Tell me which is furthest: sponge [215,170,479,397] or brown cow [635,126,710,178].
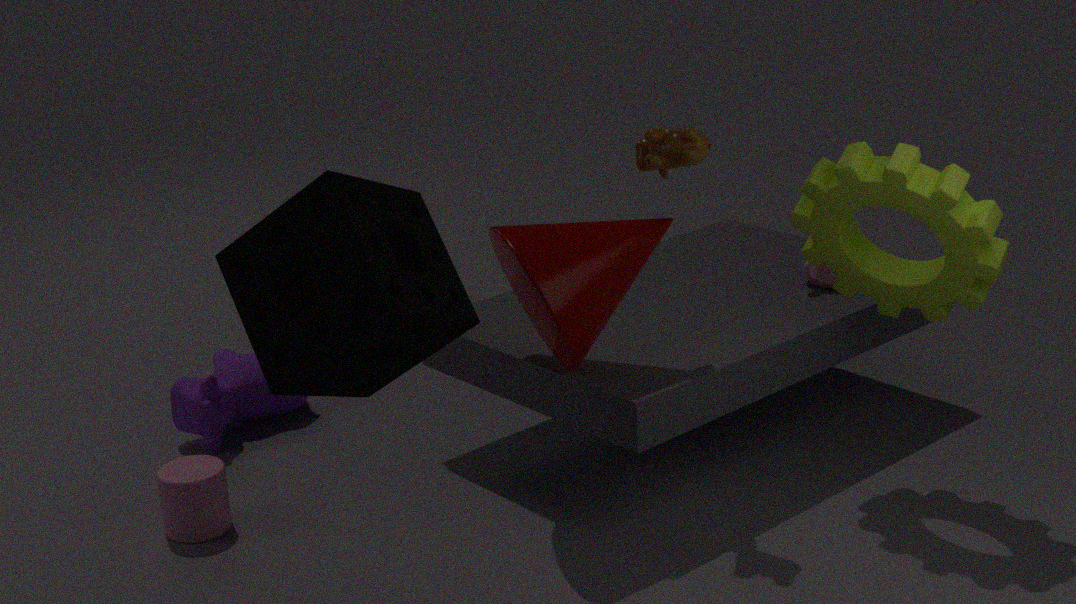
brown cow [635,126,710,178]
